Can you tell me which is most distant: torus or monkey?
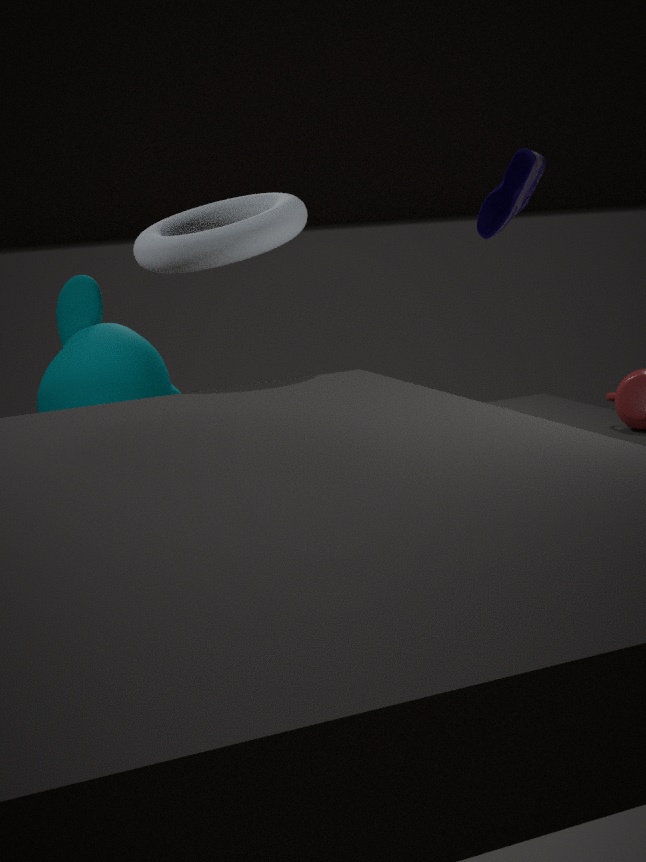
monkey
